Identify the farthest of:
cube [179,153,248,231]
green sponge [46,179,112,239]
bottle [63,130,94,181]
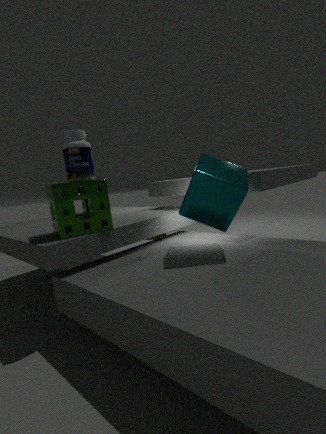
bottle [63,130,94,181]
